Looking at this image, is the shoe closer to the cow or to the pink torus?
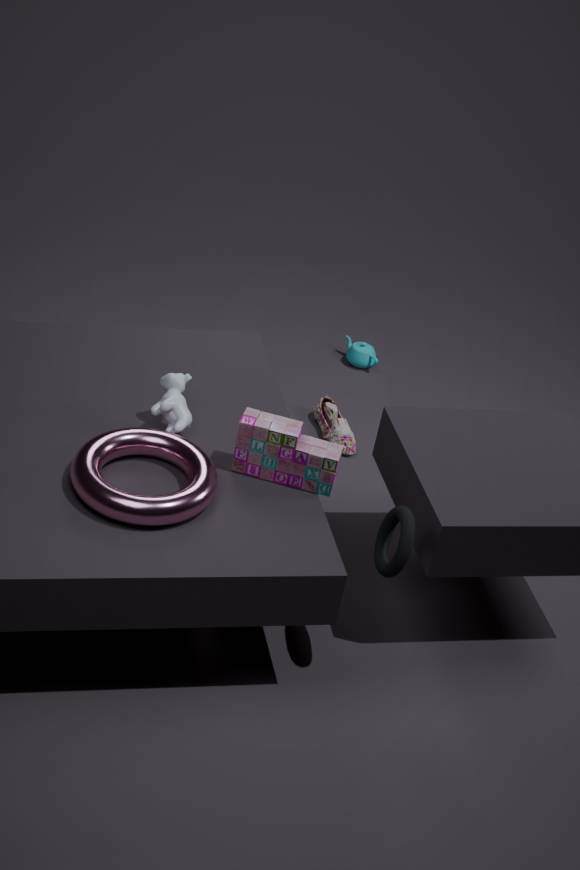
the cow
